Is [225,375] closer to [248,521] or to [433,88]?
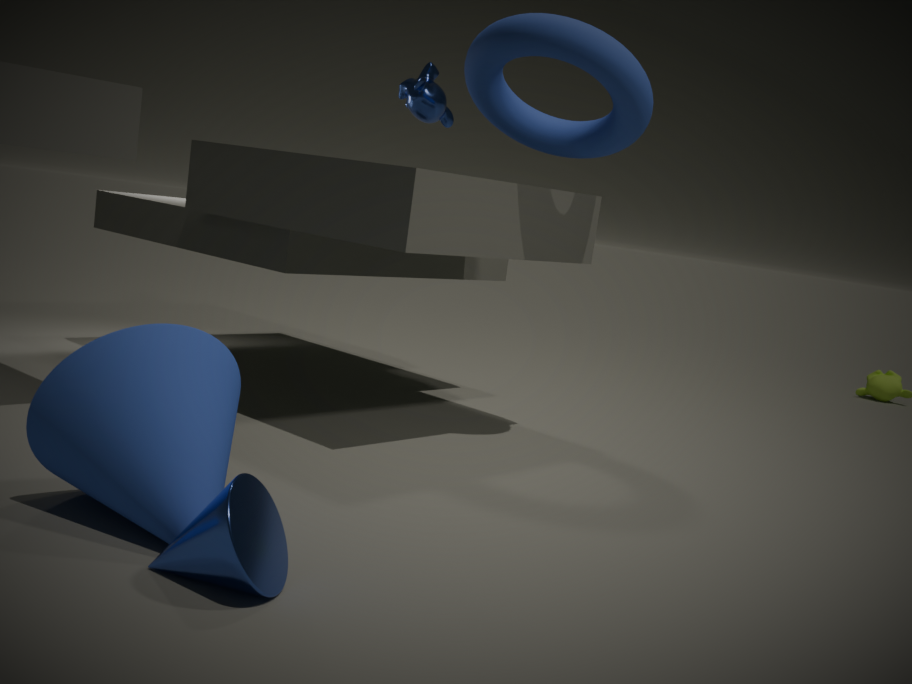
[248,521]
